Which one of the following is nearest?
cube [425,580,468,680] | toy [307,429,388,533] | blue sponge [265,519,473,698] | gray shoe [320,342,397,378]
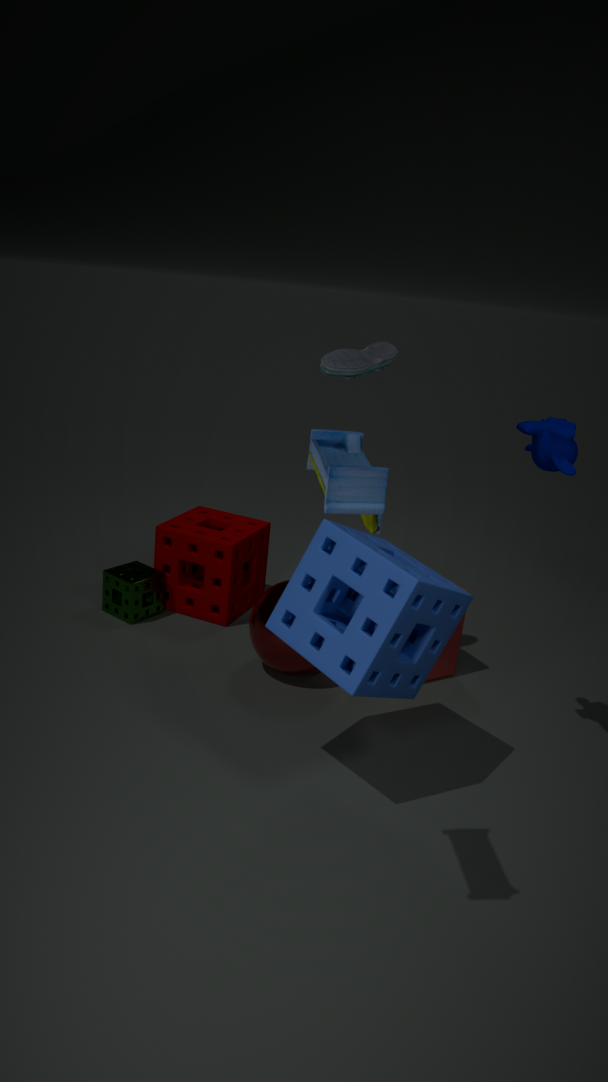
toy [307,429,388,533]
